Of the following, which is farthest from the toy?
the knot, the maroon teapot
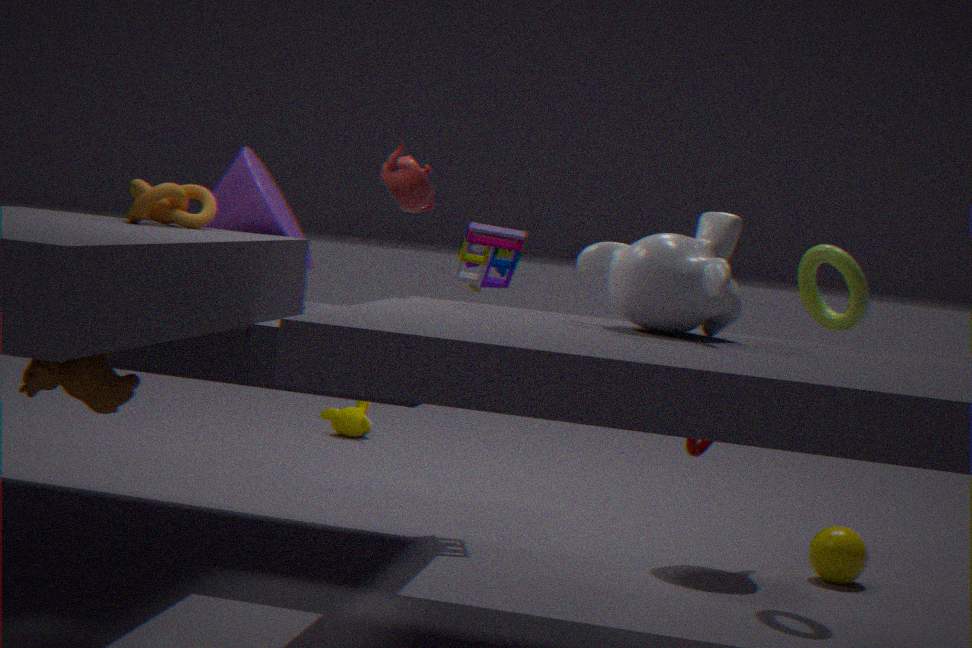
the knot
